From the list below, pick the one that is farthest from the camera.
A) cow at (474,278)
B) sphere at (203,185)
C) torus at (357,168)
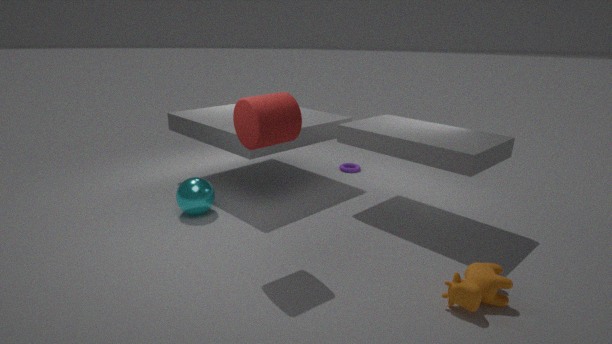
torus at (357,168)
